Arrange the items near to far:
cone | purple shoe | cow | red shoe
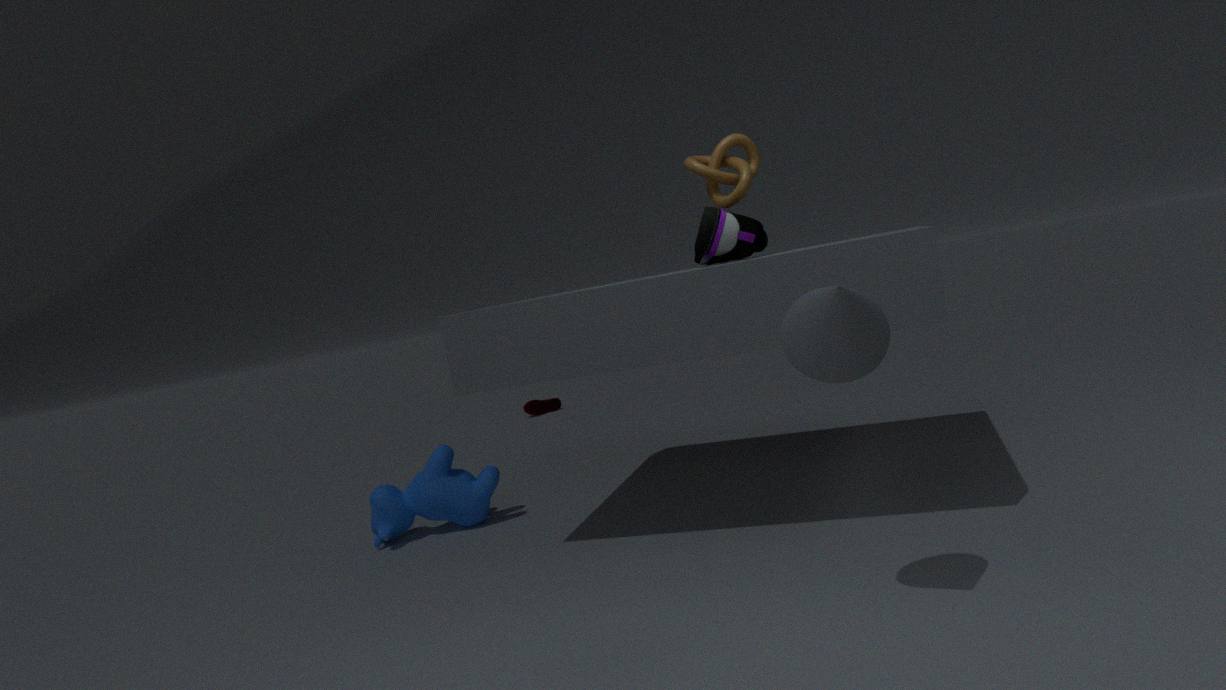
cone → purple shoe → cow → red shoe
